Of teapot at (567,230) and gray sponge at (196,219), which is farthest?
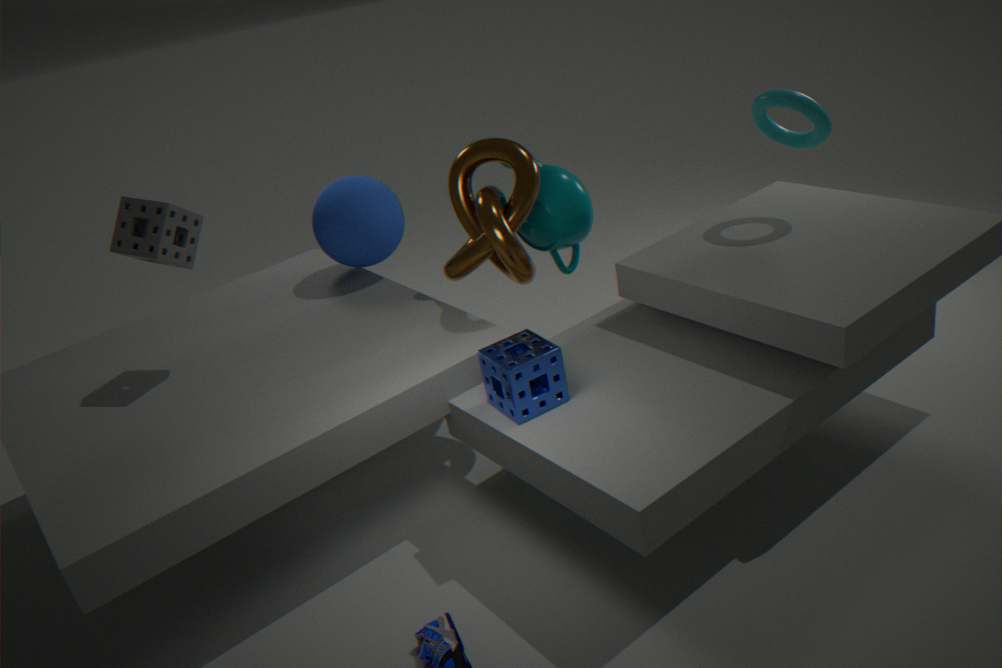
teapot at (567,230)
